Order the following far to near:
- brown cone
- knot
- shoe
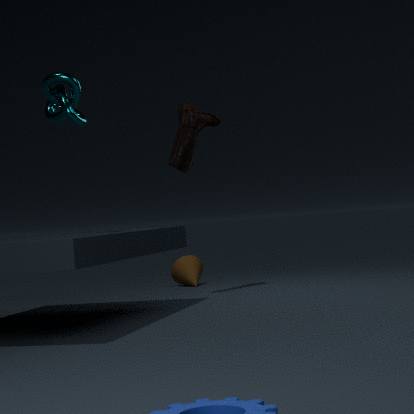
brown cone → shoe → knot
